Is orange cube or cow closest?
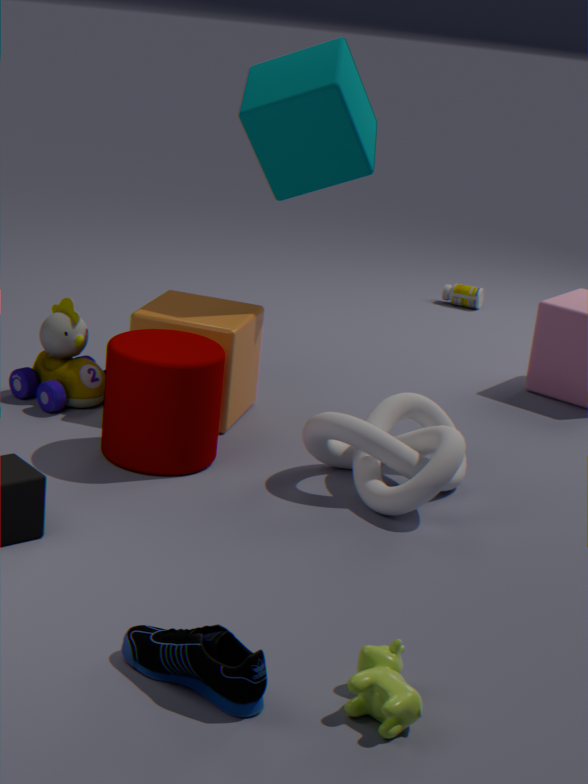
cow
